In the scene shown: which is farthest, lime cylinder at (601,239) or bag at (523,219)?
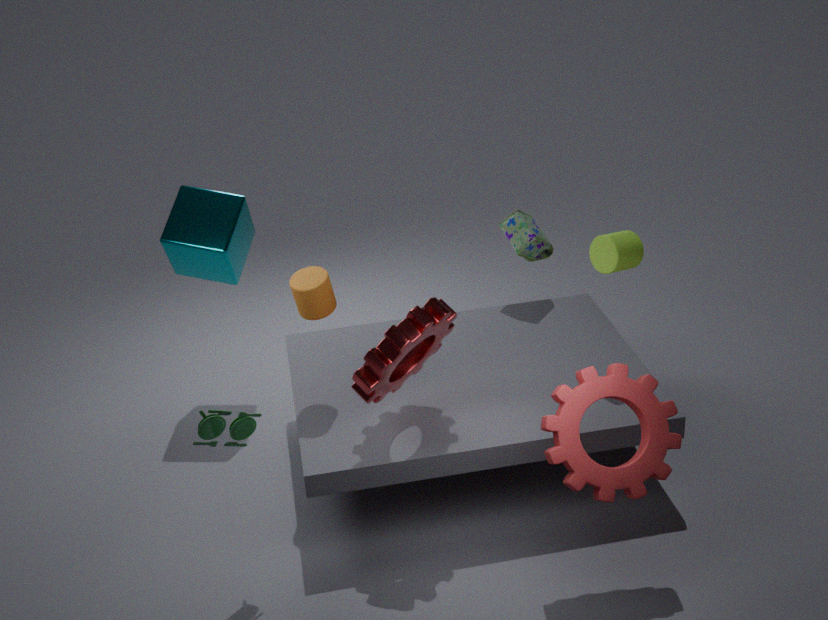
bag at (523,219)
